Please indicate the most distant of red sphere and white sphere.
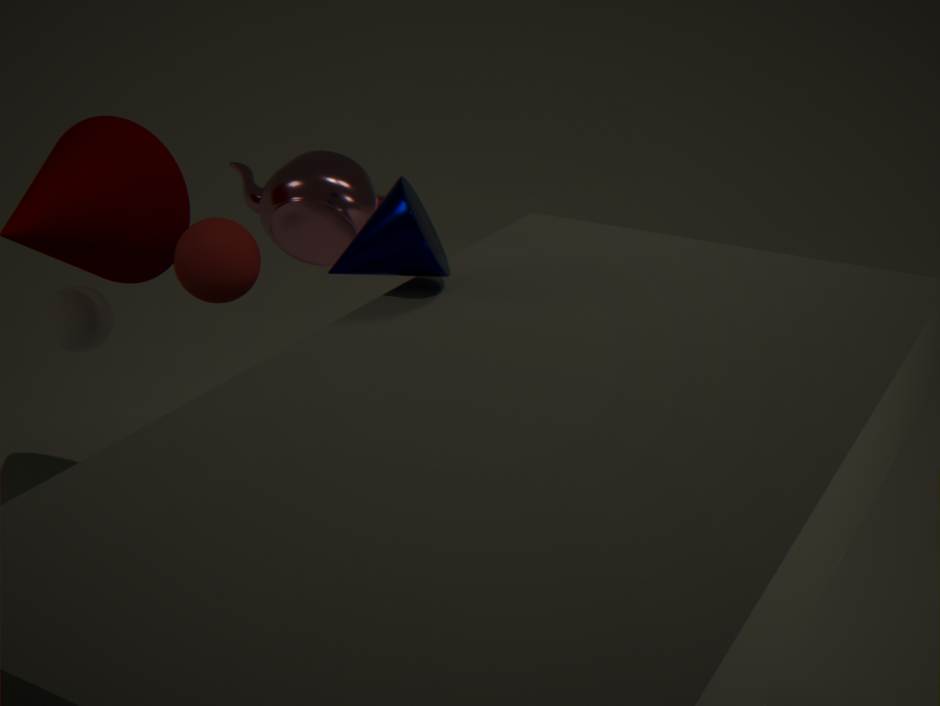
white sphere
